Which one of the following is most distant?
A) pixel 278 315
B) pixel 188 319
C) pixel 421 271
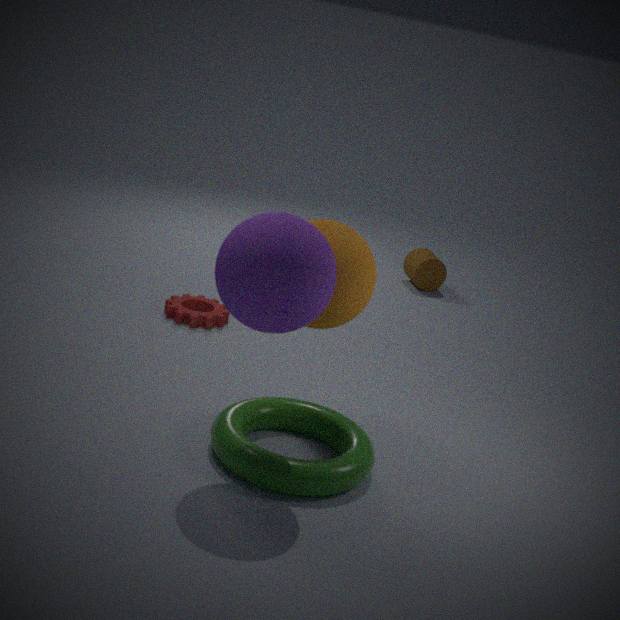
C. pixel 421 271
